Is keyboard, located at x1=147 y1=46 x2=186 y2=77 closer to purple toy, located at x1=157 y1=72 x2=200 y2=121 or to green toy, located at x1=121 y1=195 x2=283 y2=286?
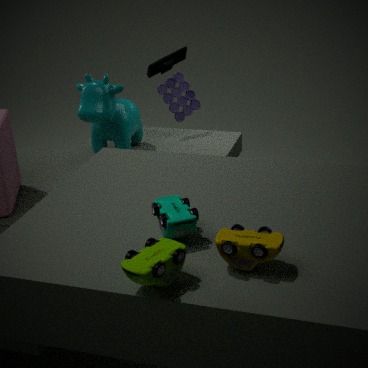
purple toy, located at x1=157 y1=72 x2=200 y2=121
